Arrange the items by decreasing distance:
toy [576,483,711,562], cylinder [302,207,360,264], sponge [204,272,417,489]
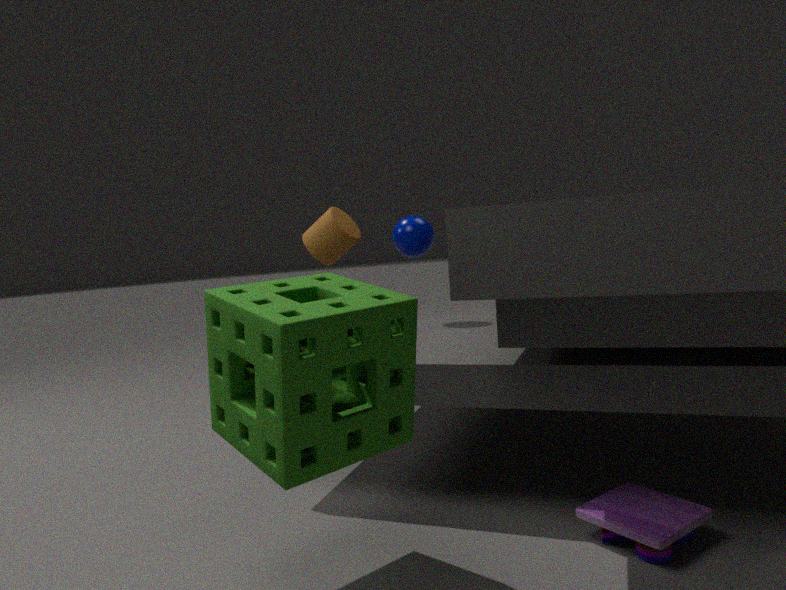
1. cylinder [302,207,360,264]
2. toy [576,483,711,562]
3. sponge [204,272,417,489]
